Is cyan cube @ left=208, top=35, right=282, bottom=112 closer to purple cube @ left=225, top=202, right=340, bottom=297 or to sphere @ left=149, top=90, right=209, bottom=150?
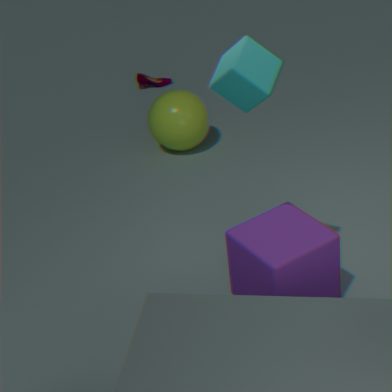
purple cube @ left=225, top=202, right=340, bottom=297
